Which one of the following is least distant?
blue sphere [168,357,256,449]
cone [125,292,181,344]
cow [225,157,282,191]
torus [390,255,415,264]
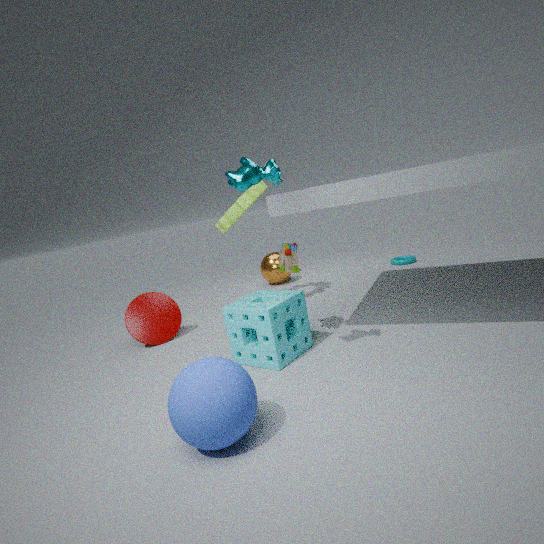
blue sphere [168,357,256,449]
